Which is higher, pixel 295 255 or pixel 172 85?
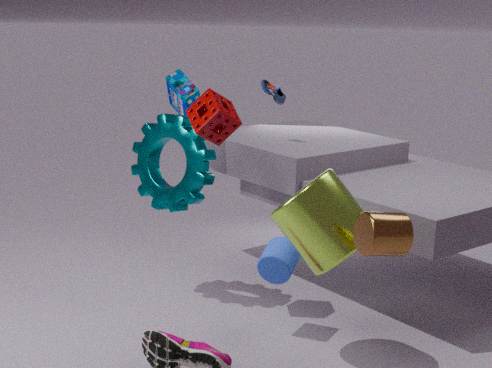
pixel 172 85
